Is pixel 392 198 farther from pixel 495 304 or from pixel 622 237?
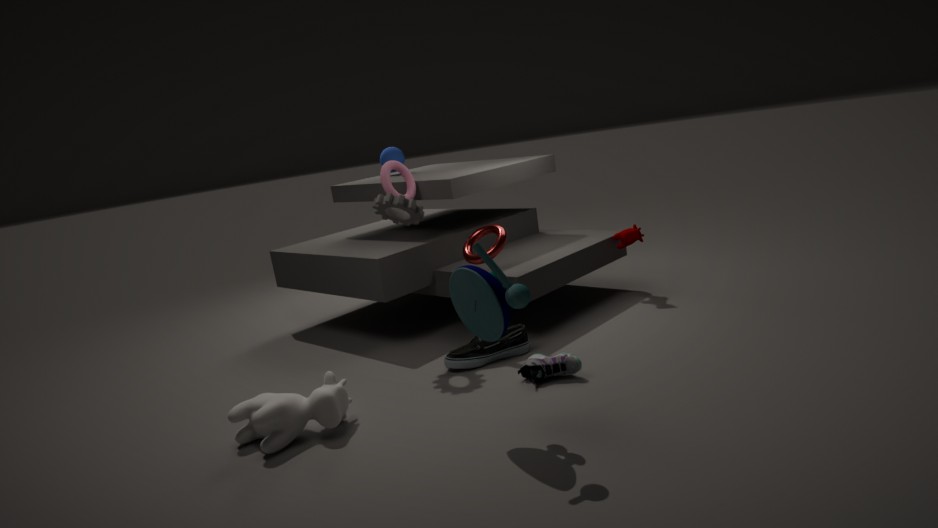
pixel 622 237
